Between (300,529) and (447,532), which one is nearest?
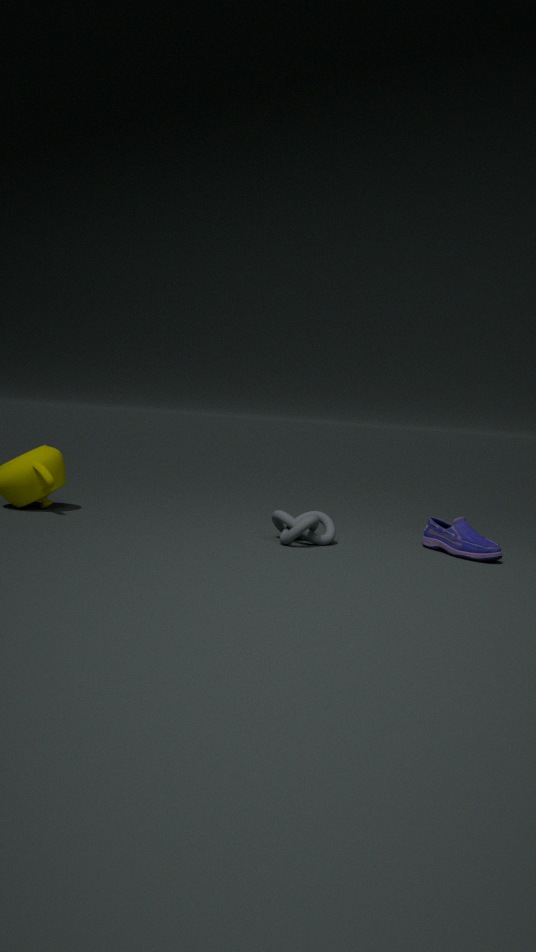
(300,529)
